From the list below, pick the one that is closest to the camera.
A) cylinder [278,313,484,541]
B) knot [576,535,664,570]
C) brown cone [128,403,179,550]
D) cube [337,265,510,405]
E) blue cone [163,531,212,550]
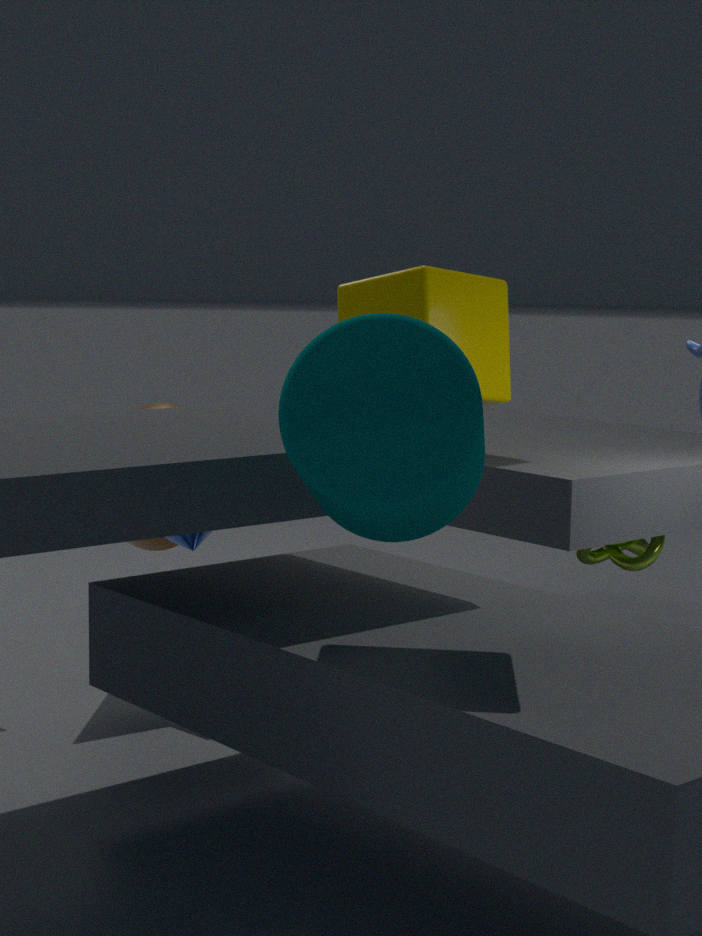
cylinder [278,313,484,541]
